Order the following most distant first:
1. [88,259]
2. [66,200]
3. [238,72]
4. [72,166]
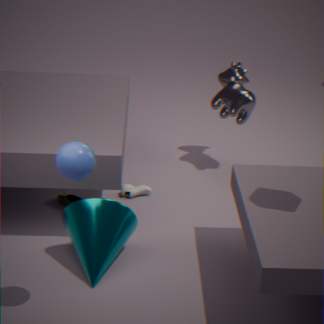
1. [238,72]
2. [66,200]
3. [88,259]
4. [72,166]
